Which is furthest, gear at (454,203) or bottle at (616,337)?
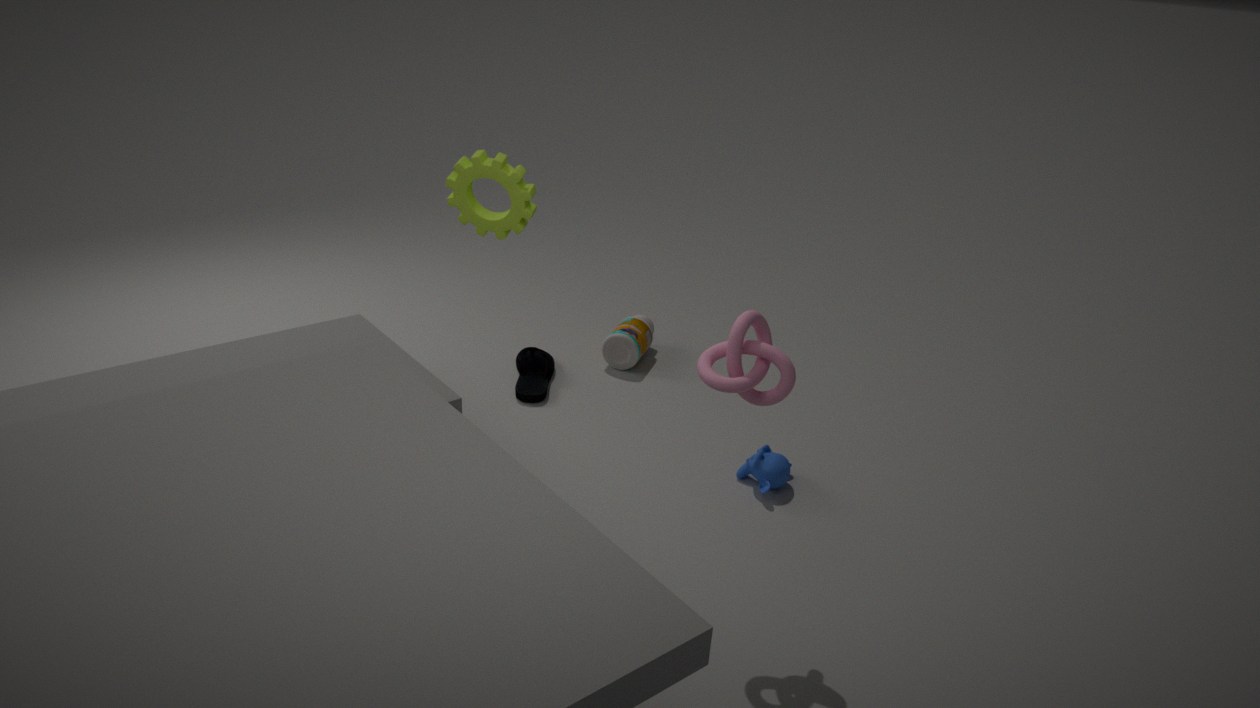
bottle at (616,337)
